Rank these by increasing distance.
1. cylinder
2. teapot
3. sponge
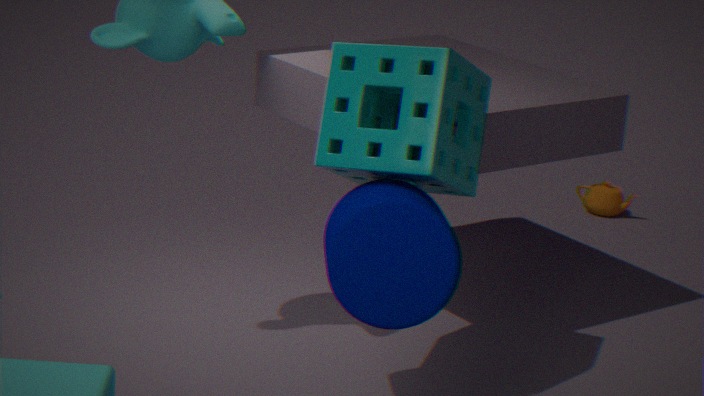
cylinder
sponge
teapot
